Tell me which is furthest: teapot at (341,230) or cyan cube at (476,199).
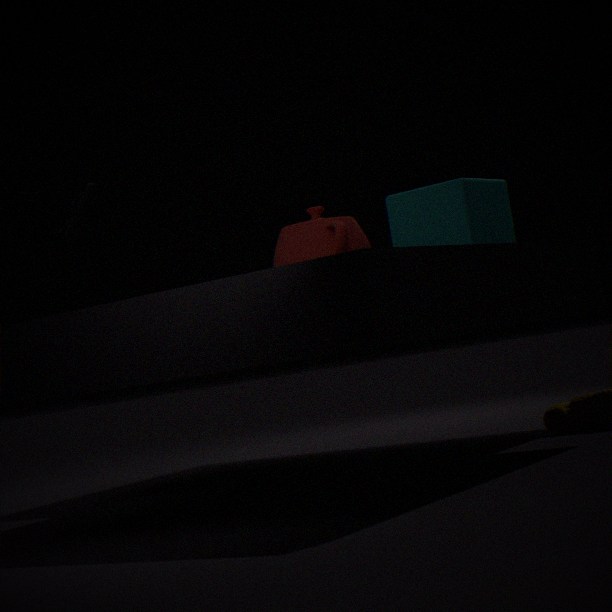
cyan cube at (476,199)
